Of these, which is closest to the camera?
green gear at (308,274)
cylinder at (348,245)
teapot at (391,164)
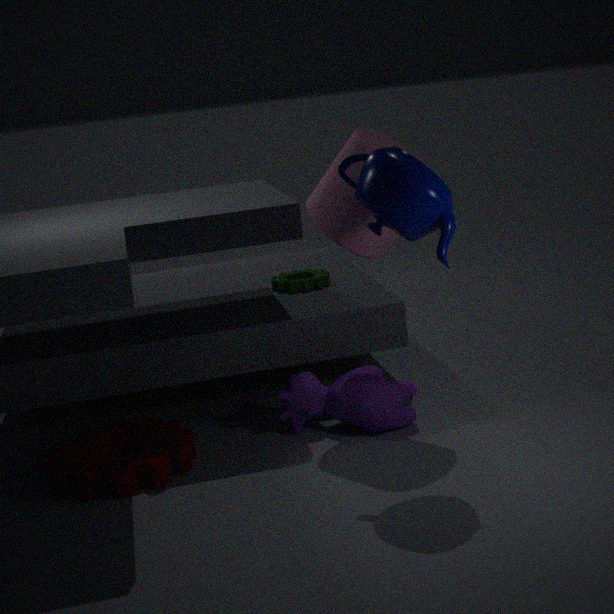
teapot at (391,164)
